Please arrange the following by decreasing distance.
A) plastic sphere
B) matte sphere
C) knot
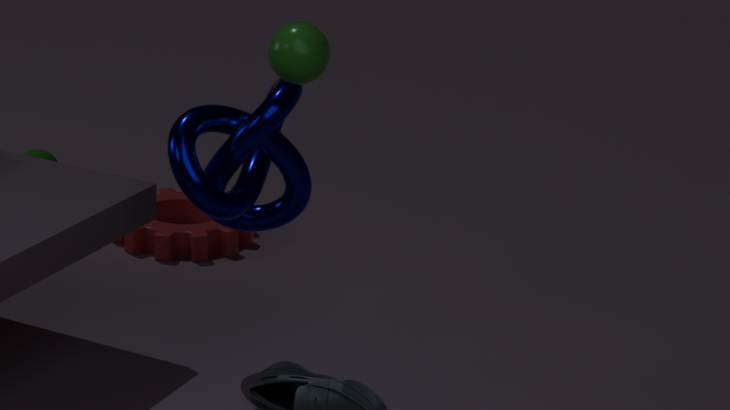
matte sphere → knot → plastic sphere
